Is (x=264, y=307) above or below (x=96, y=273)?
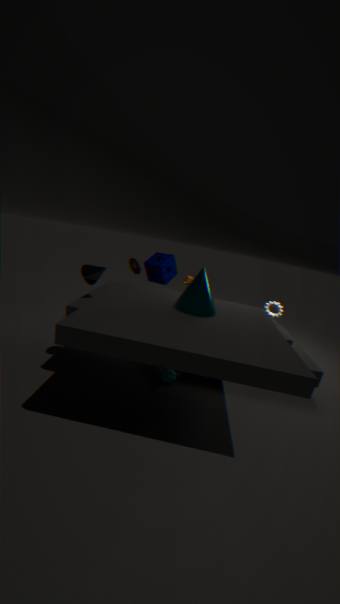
below
